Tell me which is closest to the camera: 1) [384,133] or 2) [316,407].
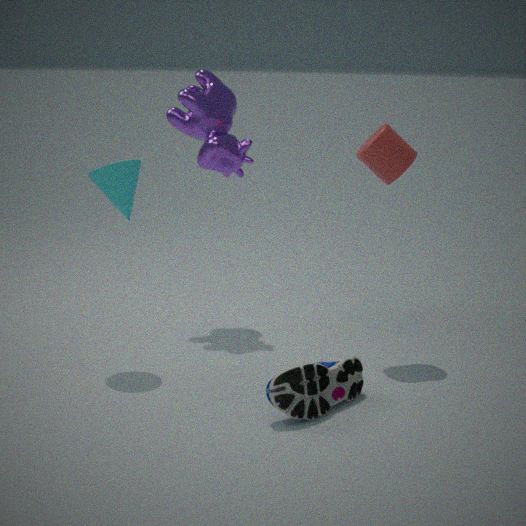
2. [316,407]
